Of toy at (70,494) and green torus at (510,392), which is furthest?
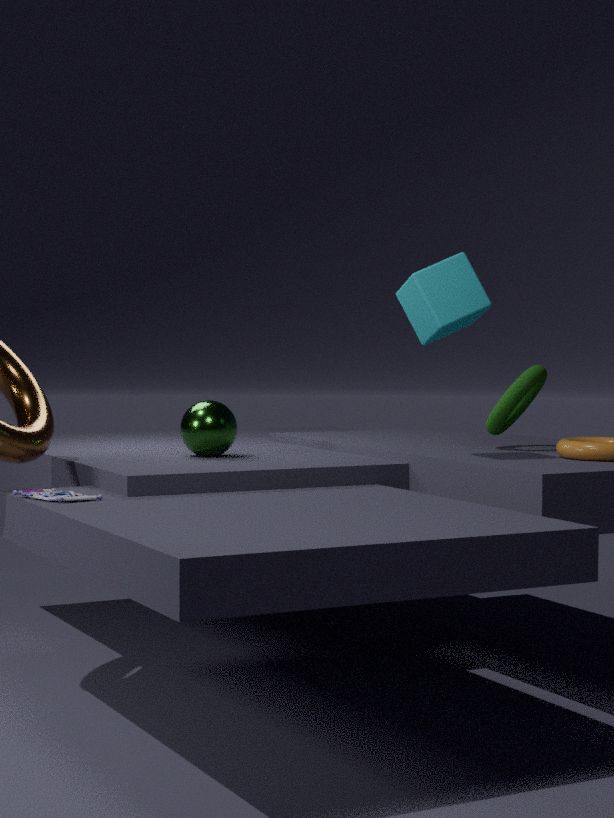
green torus at (510,392)
